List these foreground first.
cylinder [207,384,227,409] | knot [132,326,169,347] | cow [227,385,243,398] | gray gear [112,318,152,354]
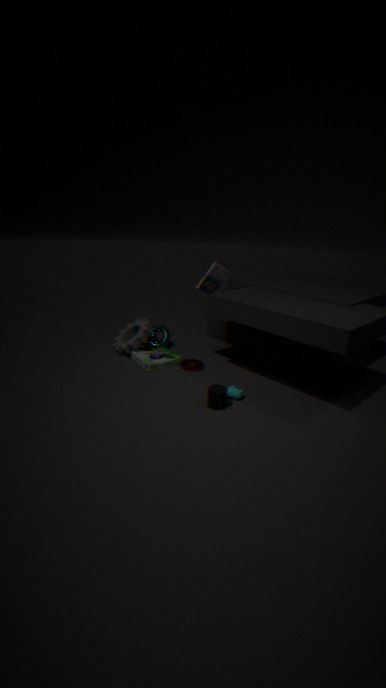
cylinder [207,384,227,409] < cow [227,385,243,398] < gray gear [112,318,152,354] < knot [132,326,169,347]
